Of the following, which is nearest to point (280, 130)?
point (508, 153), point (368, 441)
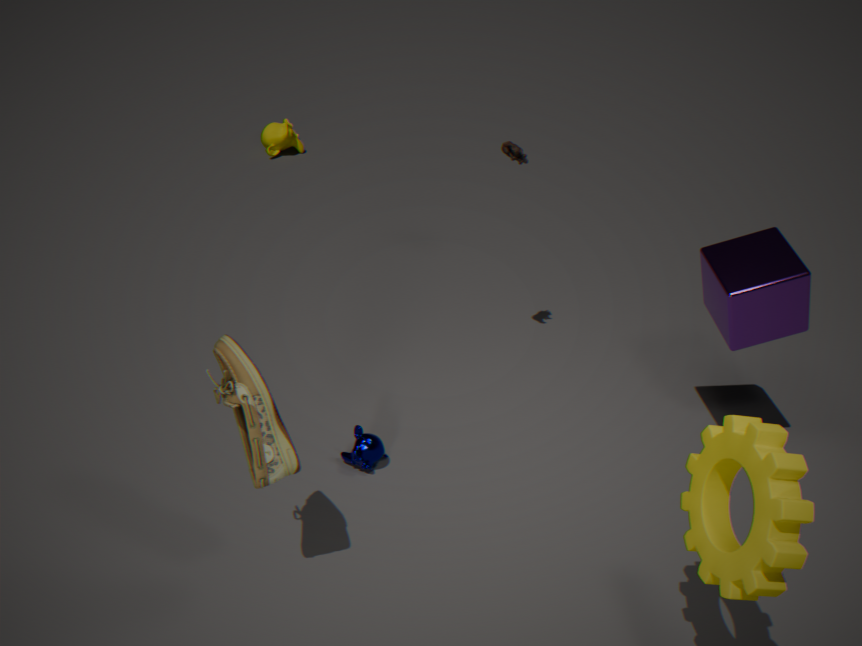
point (508, 153)
